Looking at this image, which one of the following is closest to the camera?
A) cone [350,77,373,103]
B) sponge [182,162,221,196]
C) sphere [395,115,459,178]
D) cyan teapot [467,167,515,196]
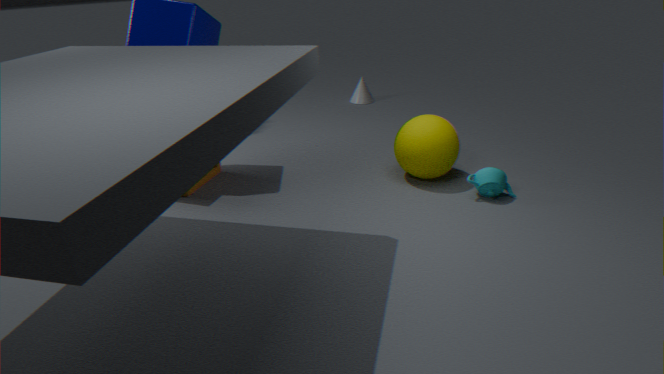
cyan teapot [467,167,515,196]
